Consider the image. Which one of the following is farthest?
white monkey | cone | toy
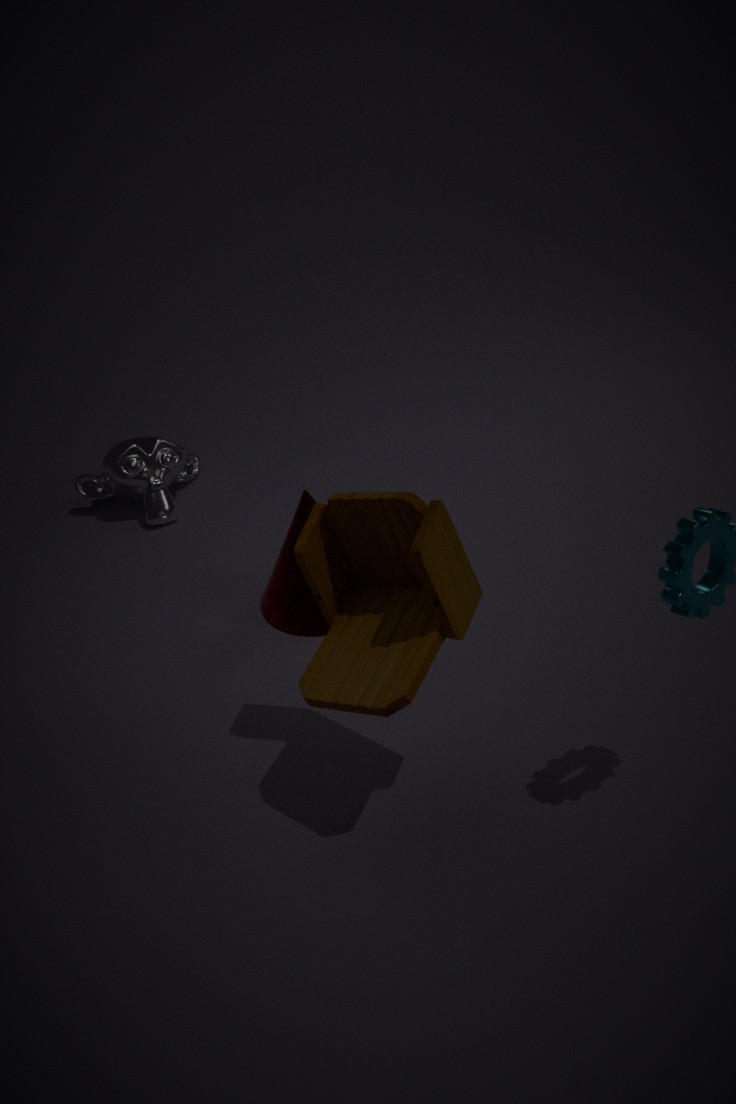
white monkey
